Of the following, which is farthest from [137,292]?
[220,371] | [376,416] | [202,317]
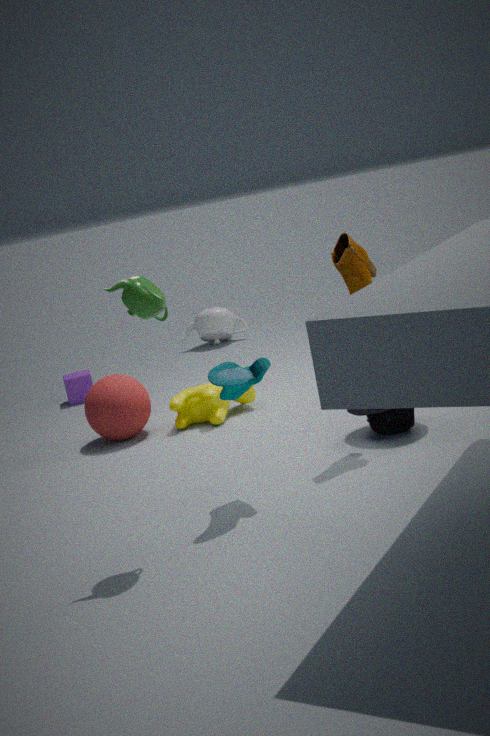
[202,317]
